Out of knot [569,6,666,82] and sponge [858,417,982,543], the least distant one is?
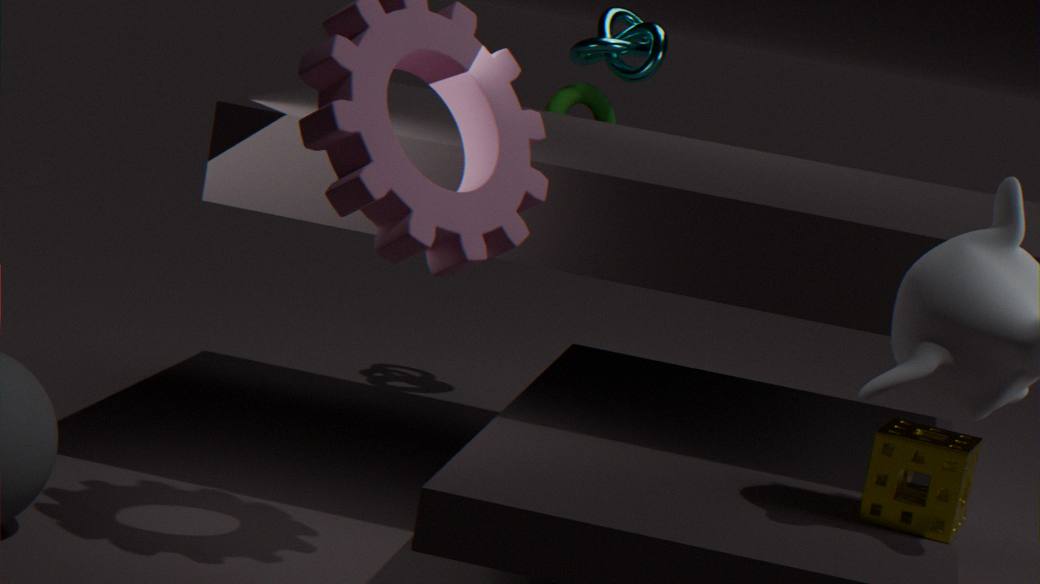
sponge [858,417,982,543]
